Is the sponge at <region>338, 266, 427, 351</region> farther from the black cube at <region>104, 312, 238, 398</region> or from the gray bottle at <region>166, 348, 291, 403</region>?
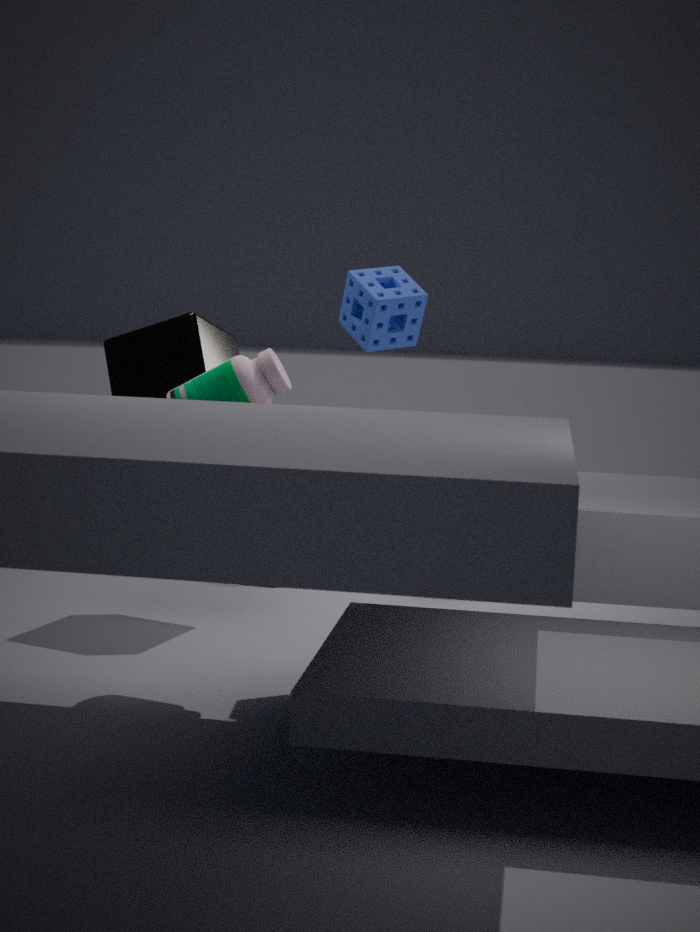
the black cube at <region>104, 312, 238, 398</region>
